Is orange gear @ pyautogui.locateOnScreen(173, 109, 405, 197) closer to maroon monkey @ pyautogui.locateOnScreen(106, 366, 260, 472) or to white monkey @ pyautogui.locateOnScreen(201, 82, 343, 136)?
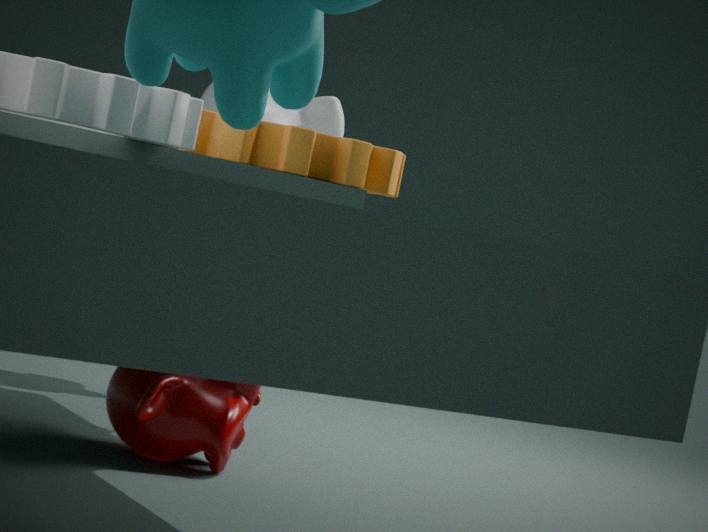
maroon monkey @ pyautogui.locateOnScreen(106, 366, 260, 472)
